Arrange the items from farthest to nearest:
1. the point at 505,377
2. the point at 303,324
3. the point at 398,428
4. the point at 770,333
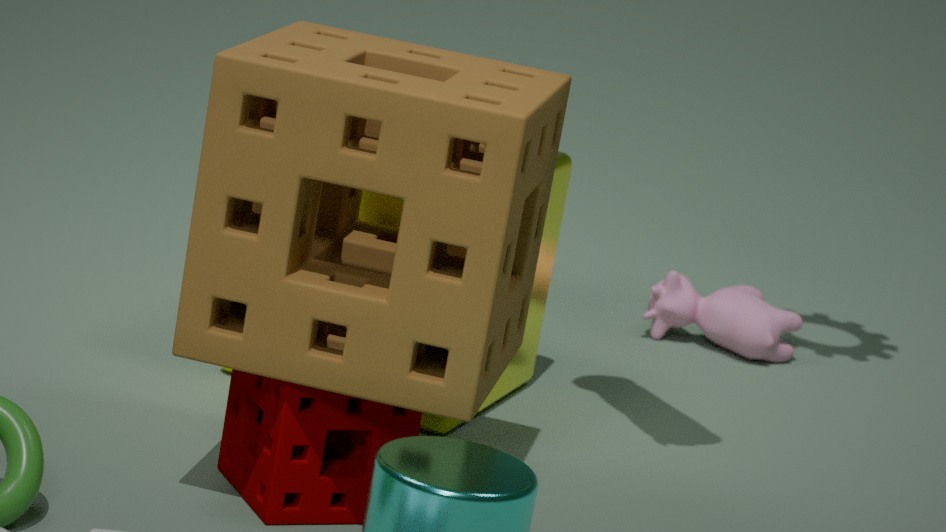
1. the point at 770,333
2. the point at 505,377
3. the point at 398,428
4. the point at 303,324
